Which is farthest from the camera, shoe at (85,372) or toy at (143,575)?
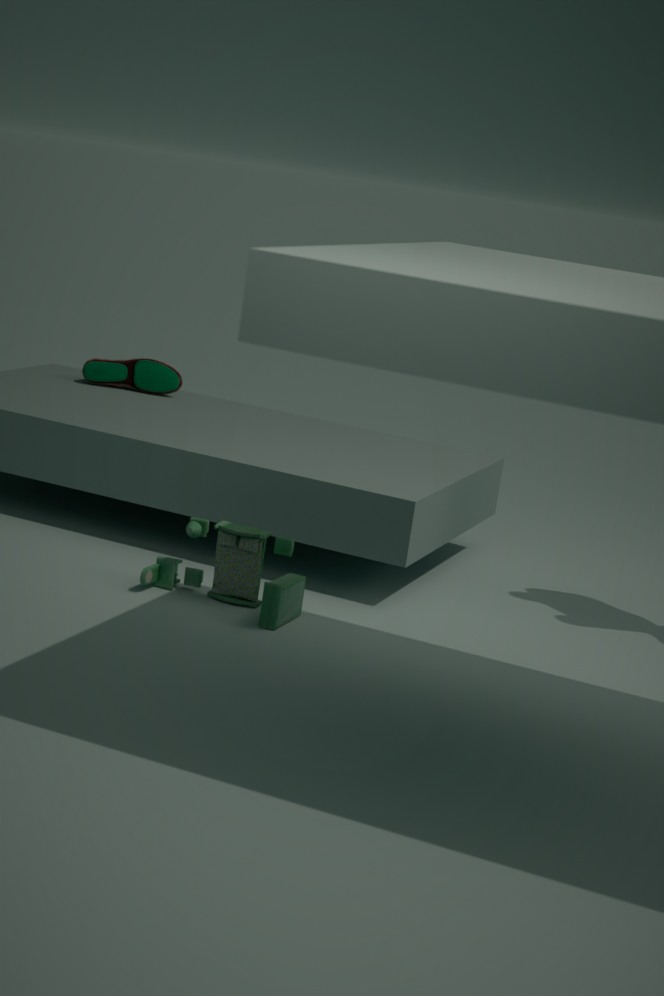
shoe at (85,372)
